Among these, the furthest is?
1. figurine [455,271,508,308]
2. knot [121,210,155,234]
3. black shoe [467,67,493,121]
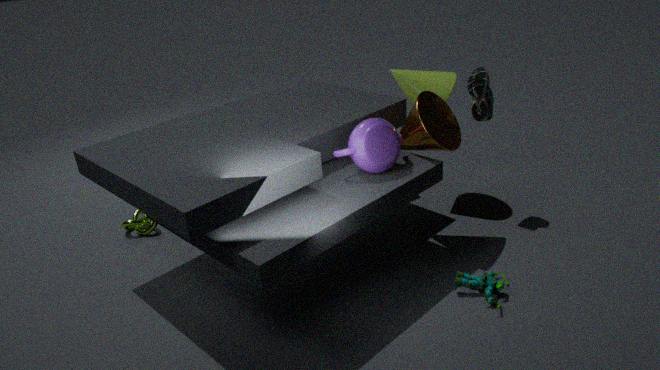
knot [121,210,155,234]
